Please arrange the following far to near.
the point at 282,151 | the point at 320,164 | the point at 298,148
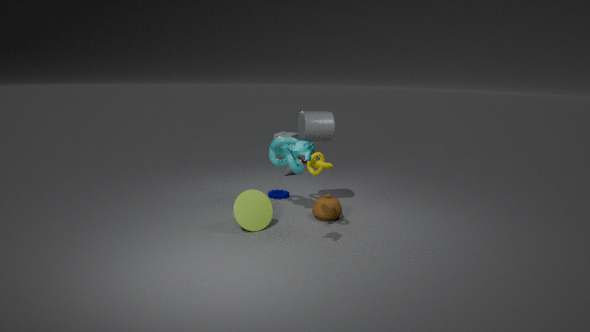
the point at 282,151 < the point at 320,164 < the point at 298,148
